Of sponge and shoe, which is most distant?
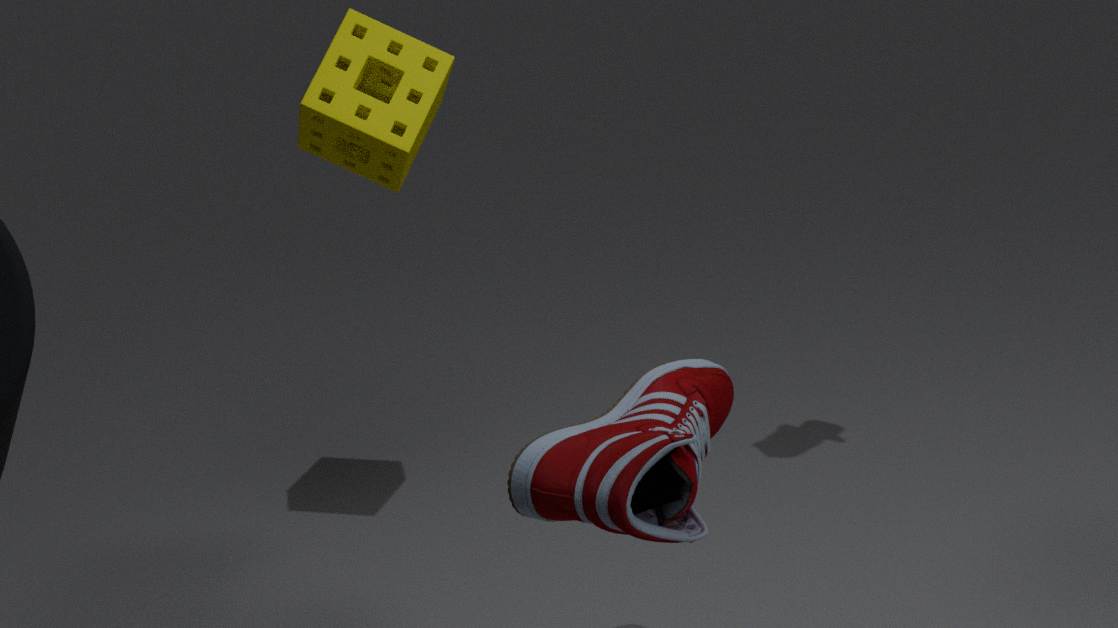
sponge
